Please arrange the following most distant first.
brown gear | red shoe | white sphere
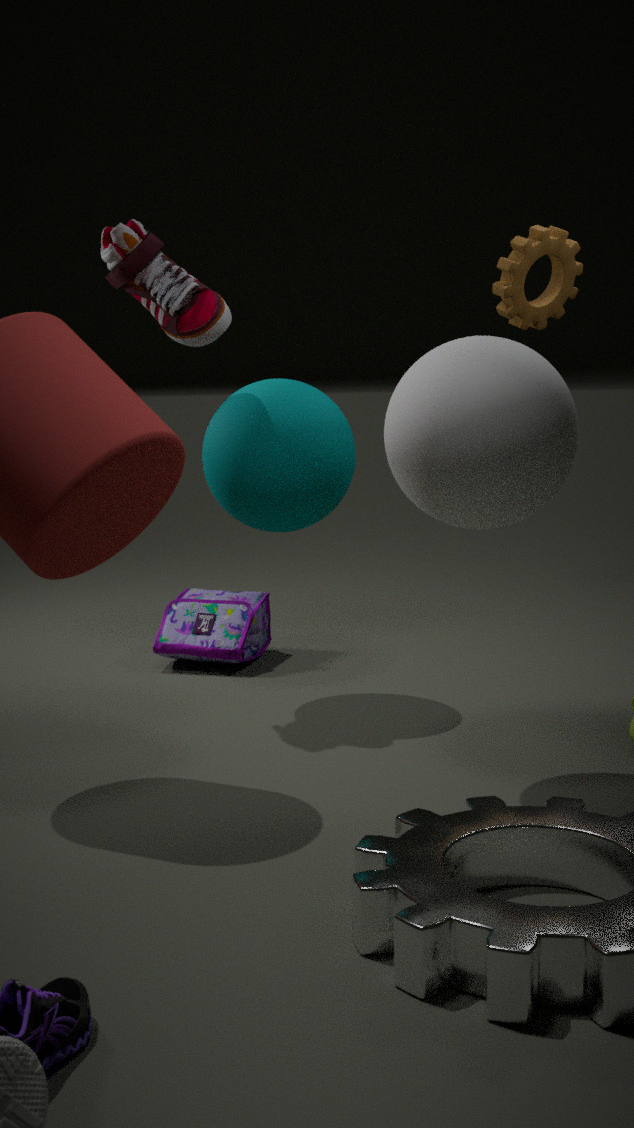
1. brown gear
2. red shoe
3. white sphere
